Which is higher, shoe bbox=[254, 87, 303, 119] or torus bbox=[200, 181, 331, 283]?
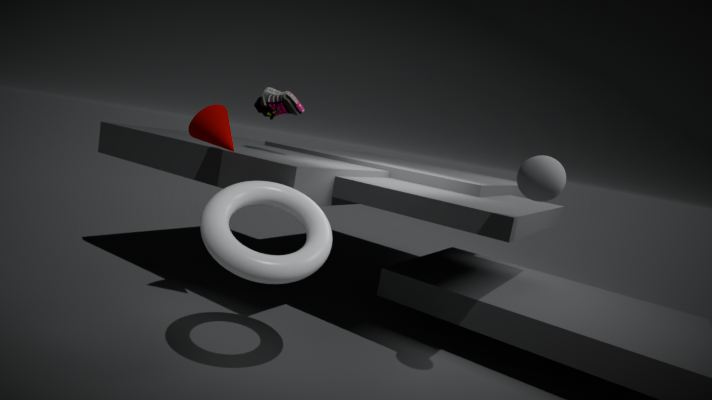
shoe bbox=[254, 87, 303, 119]
